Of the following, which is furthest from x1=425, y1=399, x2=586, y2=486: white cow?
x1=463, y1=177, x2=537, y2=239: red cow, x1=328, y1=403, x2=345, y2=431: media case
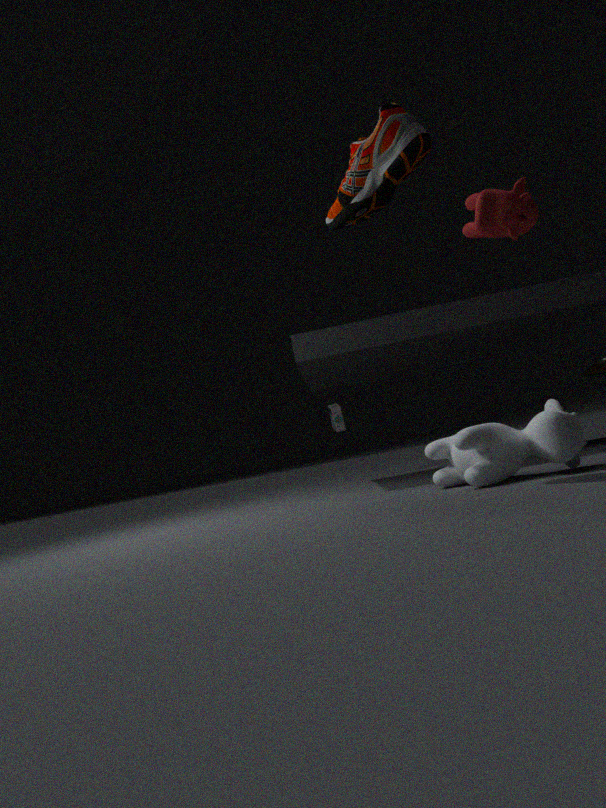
x1=328, y1=403, x2=345, y2=431: media case
